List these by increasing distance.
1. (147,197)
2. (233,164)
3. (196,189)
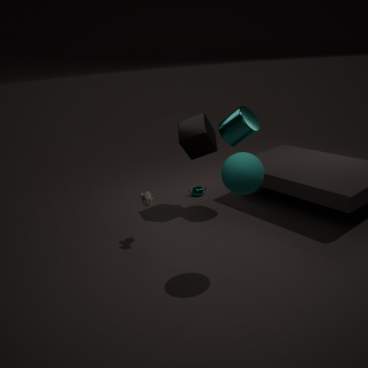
(233,164)
(147,197)
(196,189)
